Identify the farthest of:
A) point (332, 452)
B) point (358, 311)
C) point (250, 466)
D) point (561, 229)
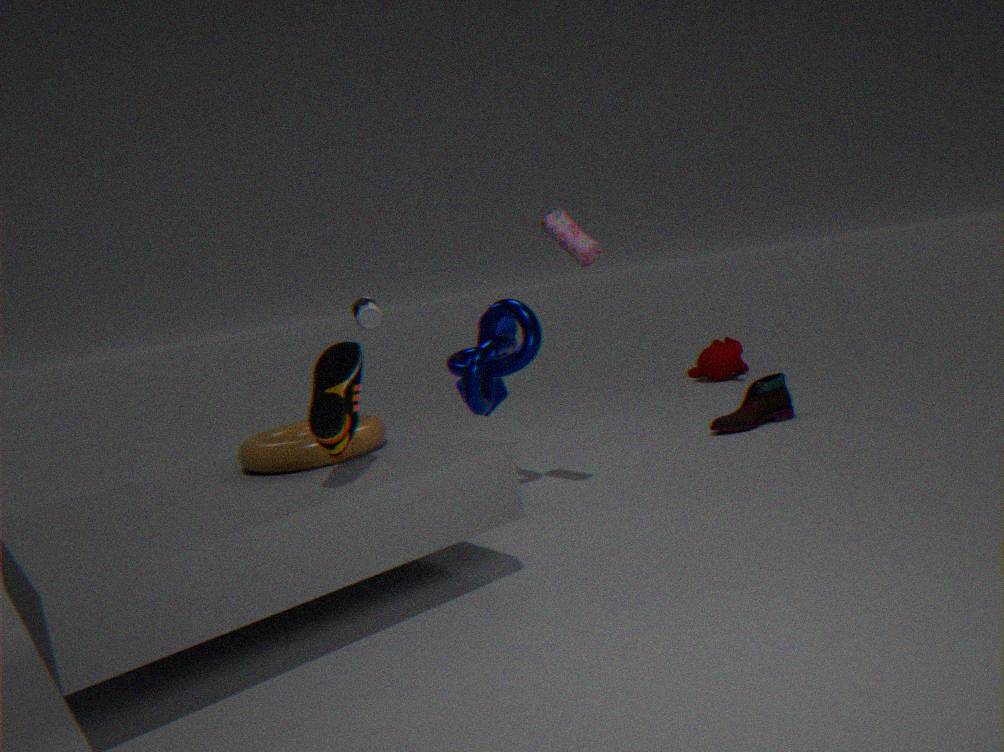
point (358, 311)
